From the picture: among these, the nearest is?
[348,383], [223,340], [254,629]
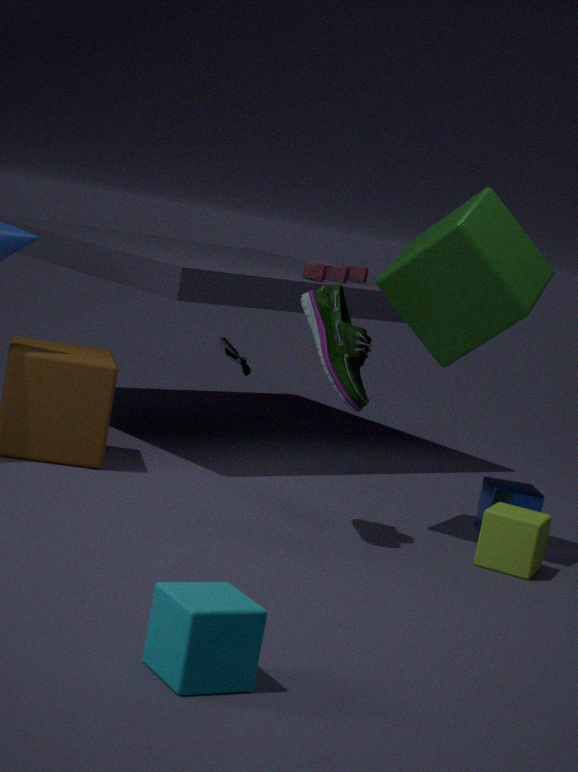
[254,629]
